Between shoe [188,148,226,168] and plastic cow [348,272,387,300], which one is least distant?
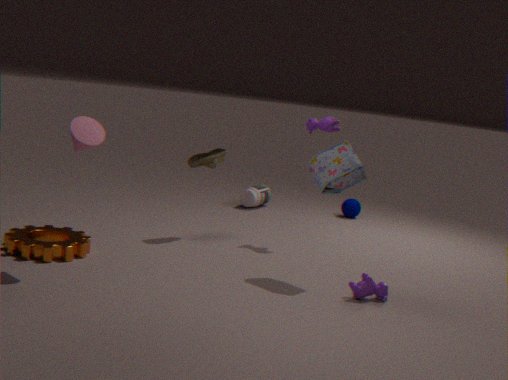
plastic cow [348,272,387,300]
